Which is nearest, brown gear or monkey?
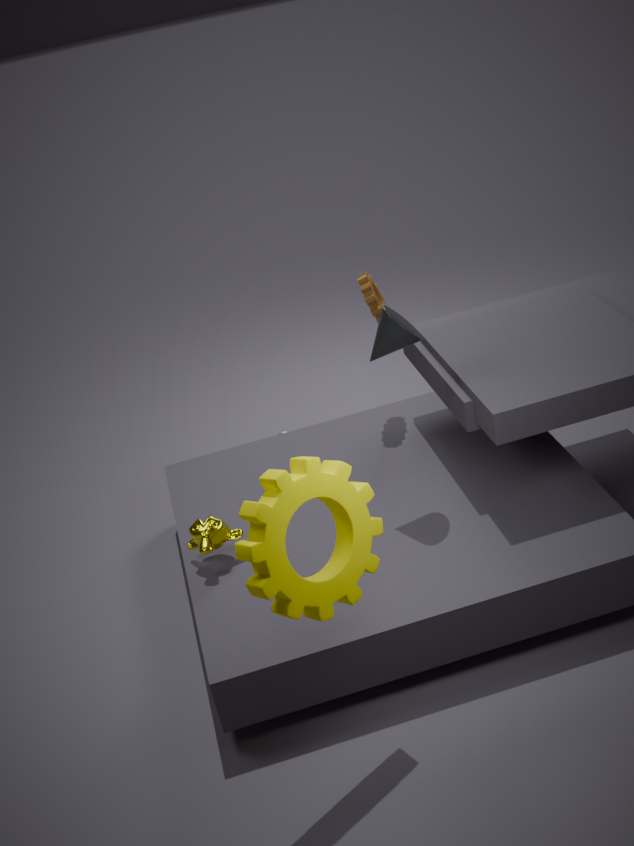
monkey
